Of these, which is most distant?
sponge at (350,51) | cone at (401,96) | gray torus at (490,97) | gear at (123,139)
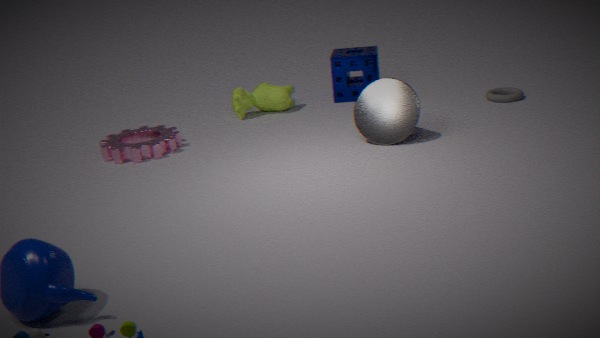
sponge at (350,51)
